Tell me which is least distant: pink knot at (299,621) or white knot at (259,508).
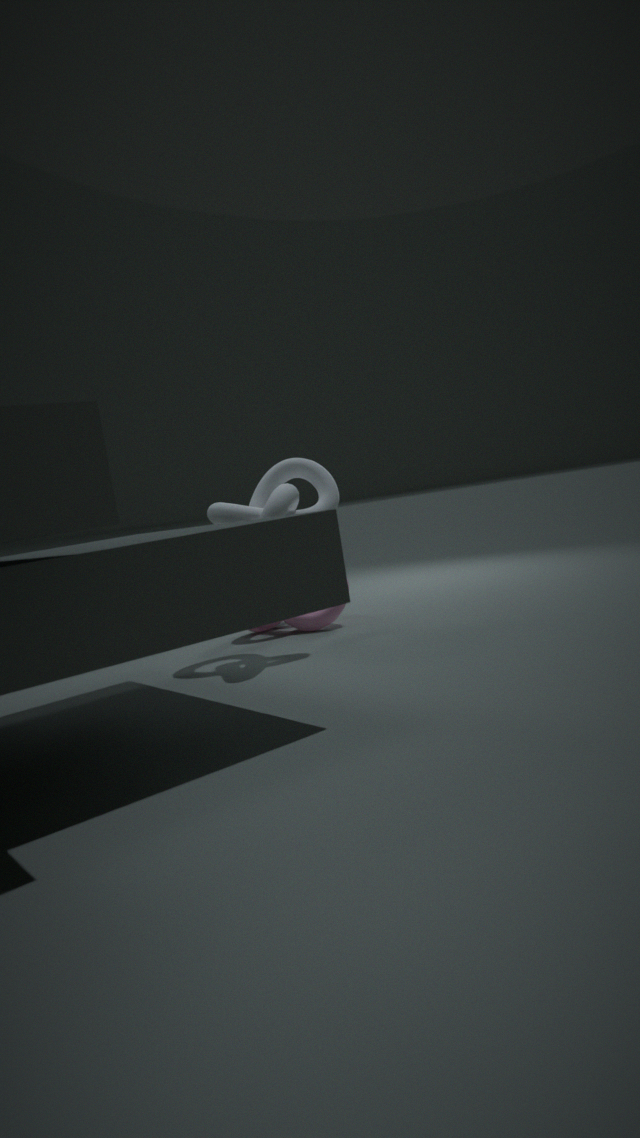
white knot at (259,508)
